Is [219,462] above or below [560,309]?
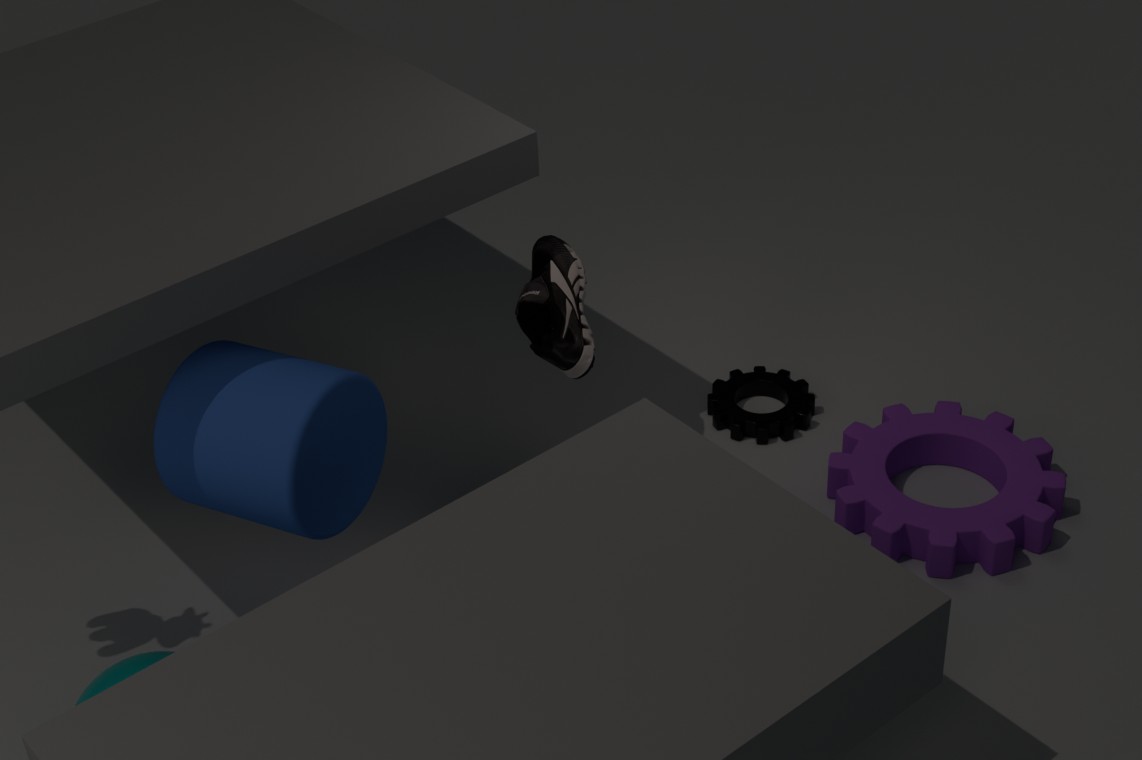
below
